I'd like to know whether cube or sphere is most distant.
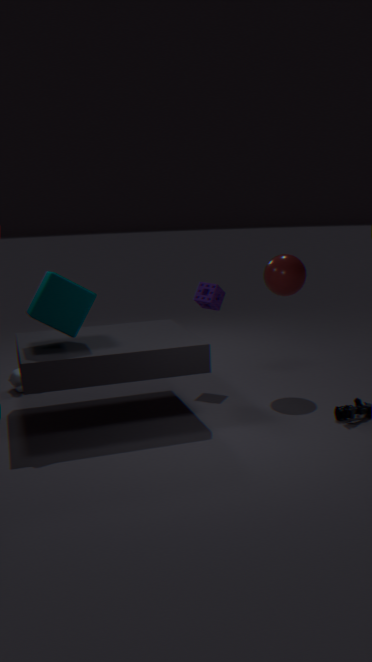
sphere
